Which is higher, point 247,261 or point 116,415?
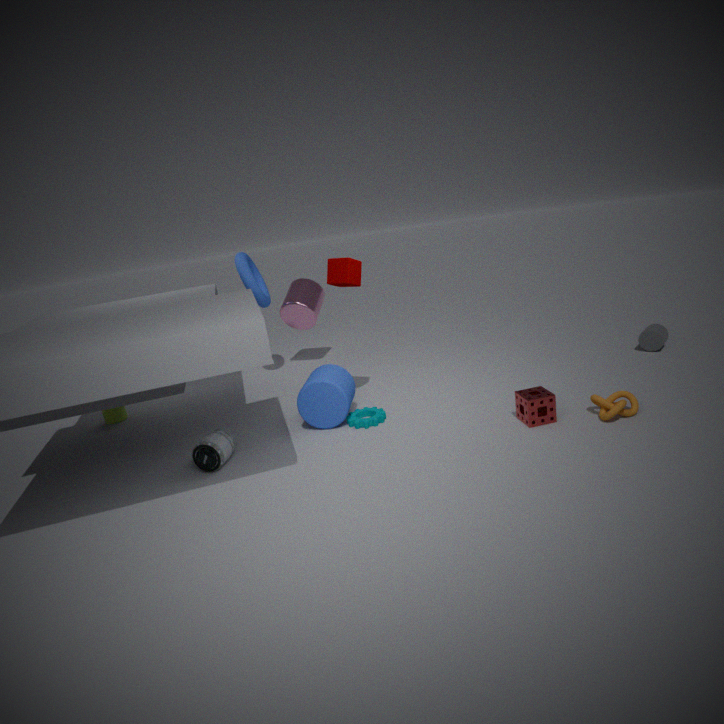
point 247,261
